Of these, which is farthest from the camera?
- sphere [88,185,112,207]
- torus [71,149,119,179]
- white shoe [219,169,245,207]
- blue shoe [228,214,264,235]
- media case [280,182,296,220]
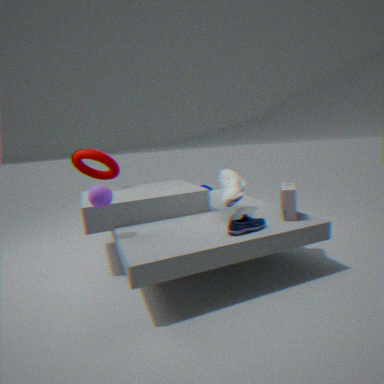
torus [71,149,119,179]
